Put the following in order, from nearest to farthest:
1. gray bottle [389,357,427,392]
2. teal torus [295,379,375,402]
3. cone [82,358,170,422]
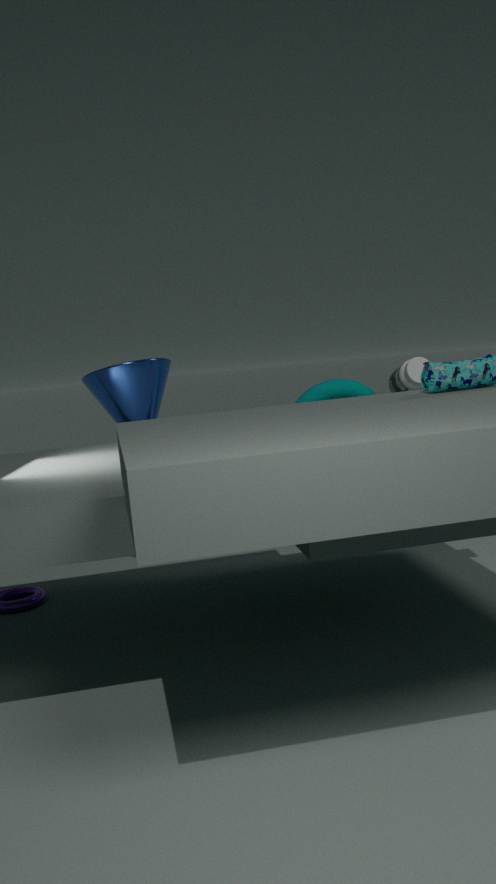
cone [82,358,170,422] < gray bottle [389,357,427,392] < teal torus [295,379,375,402]
